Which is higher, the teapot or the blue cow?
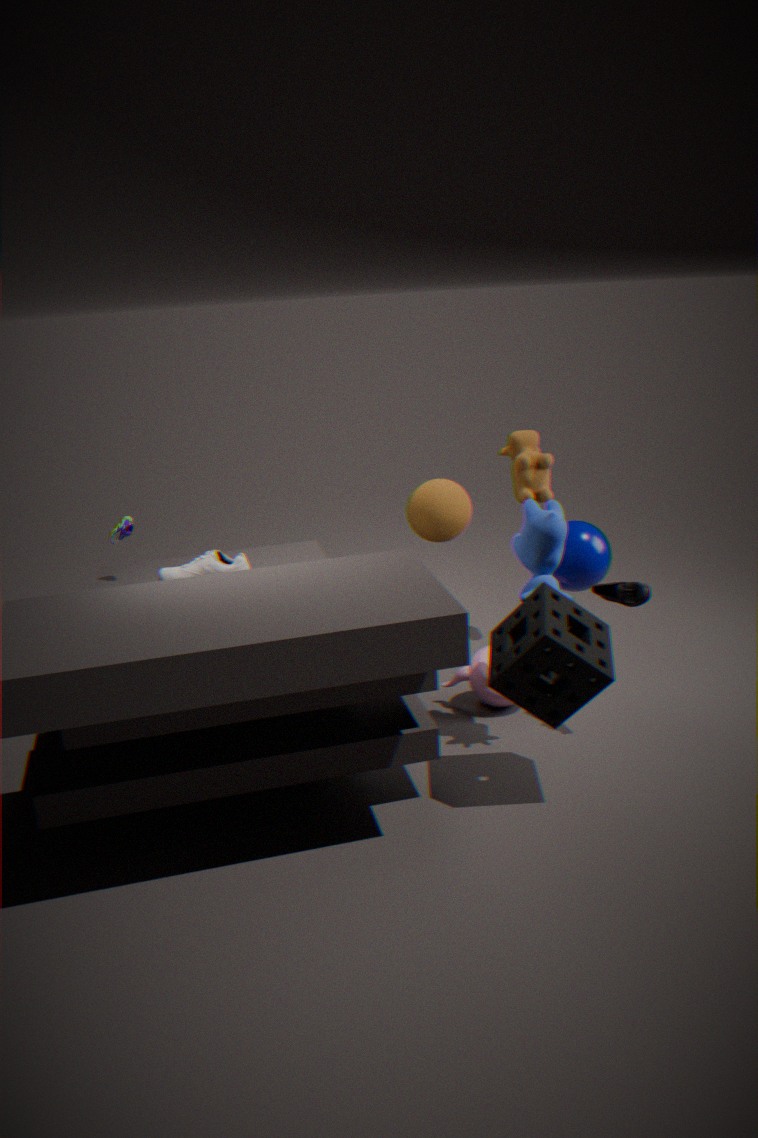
the blue cow
